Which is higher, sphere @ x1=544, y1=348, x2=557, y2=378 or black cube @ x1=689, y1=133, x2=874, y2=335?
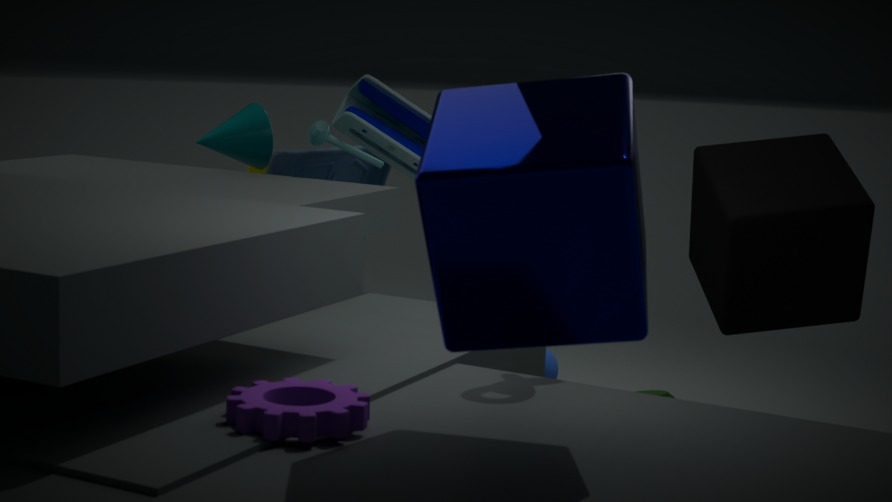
black cube @ x1=689, y1=133, x2=874, y2=335
